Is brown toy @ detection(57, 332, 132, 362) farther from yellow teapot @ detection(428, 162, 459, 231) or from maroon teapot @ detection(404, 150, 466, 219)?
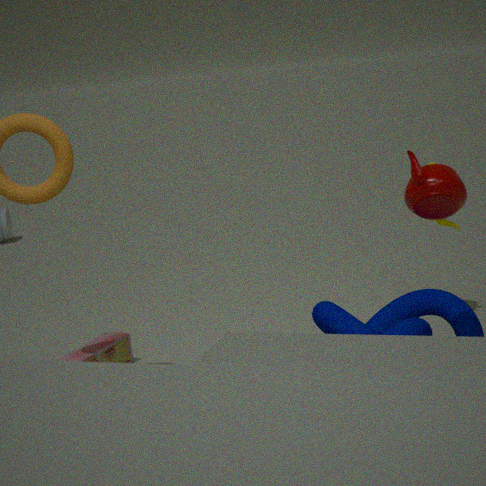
maroon teapot @ detection(404, 150, 466, 219)
